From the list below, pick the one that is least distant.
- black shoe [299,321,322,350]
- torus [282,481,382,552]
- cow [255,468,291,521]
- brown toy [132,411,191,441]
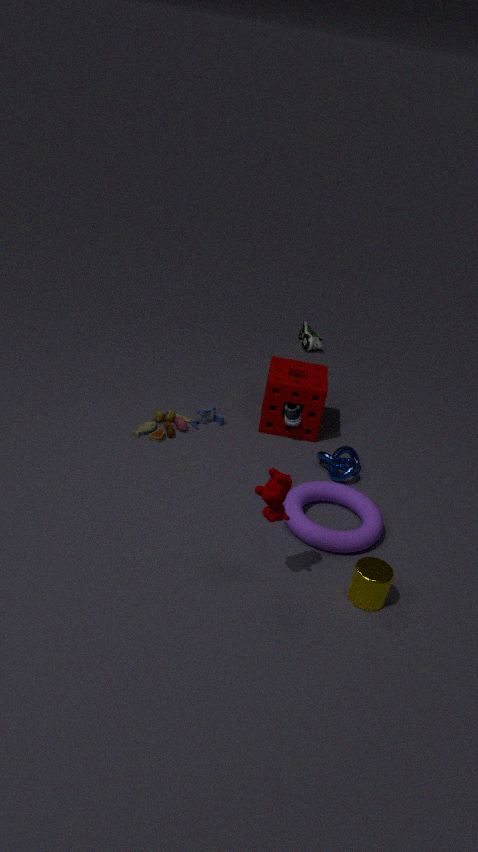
cow [255,468,291,521]
